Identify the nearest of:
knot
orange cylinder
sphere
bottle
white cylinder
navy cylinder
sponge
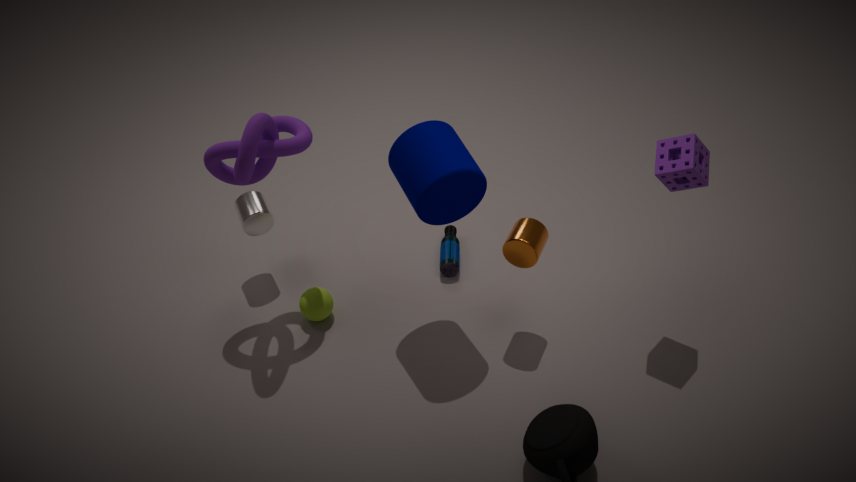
sponge
